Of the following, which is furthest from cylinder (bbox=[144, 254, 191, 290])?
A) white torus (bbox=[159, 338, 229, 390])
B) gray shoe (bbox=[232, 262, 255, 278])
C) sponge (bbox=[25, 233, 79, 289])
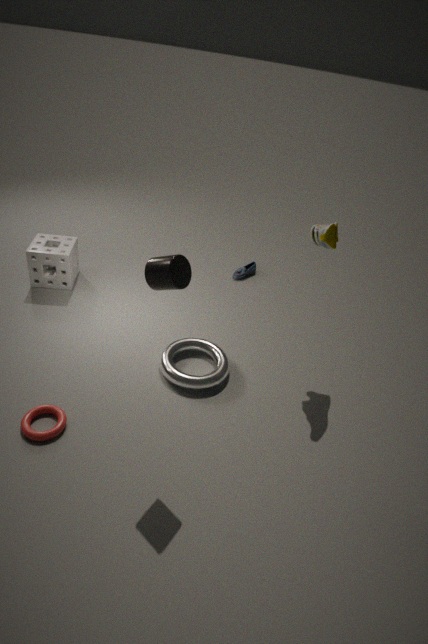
gray shoe (bbox=[232, 262, 255, 278])
